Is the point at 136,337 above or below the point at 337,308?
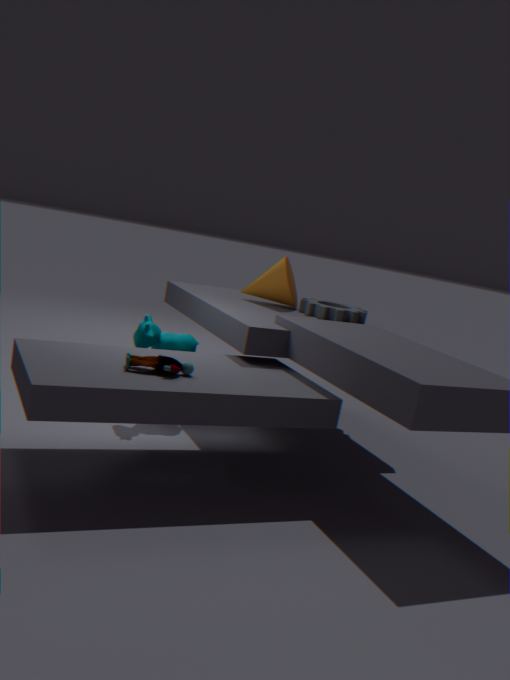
below
